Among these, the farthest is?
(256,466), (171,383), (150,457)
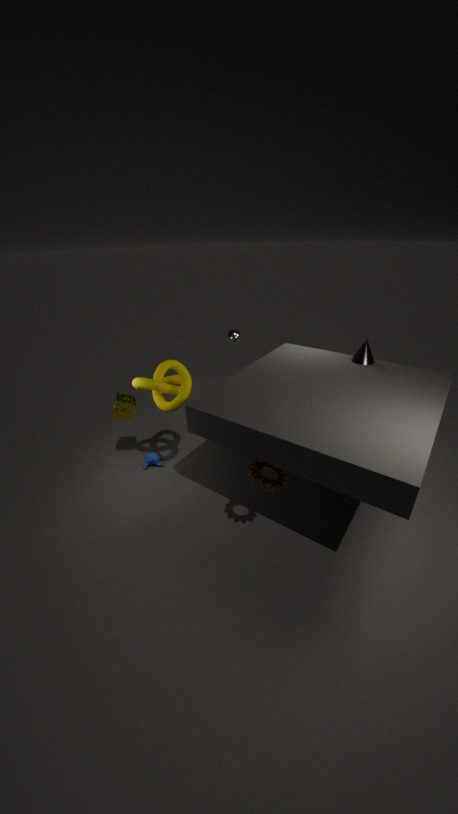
(150,457)
